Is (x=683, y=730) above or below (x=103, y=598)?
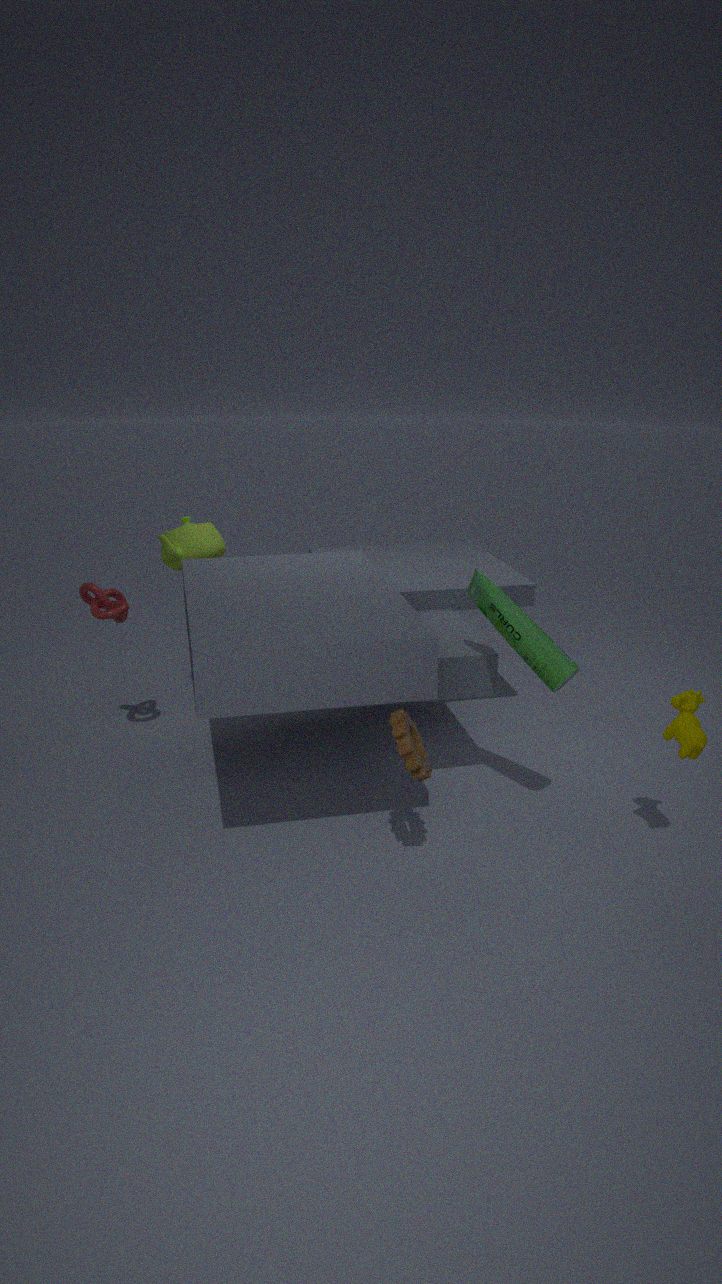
below
